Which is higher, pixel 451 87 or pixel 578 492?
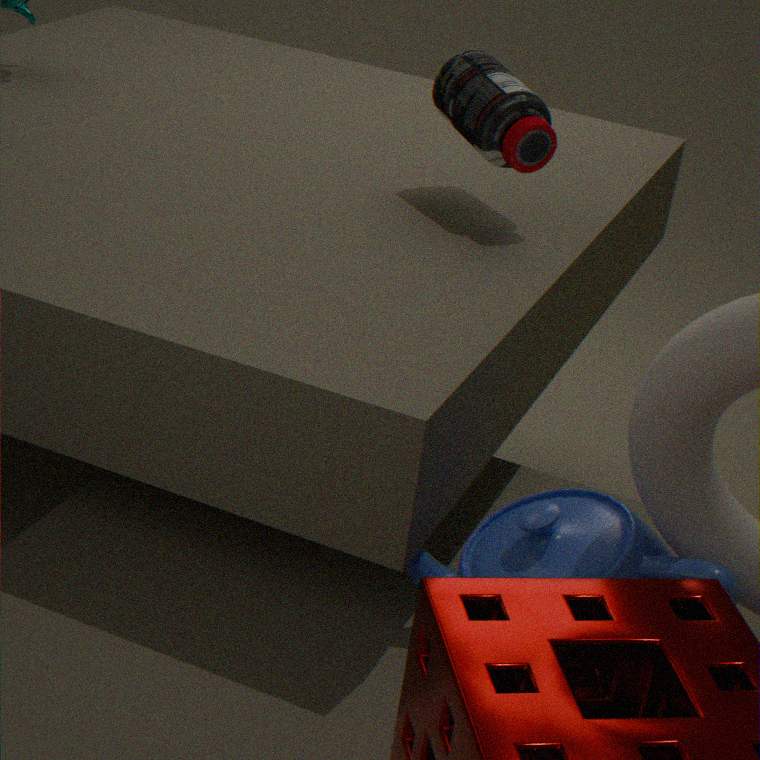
pixel 451 87
